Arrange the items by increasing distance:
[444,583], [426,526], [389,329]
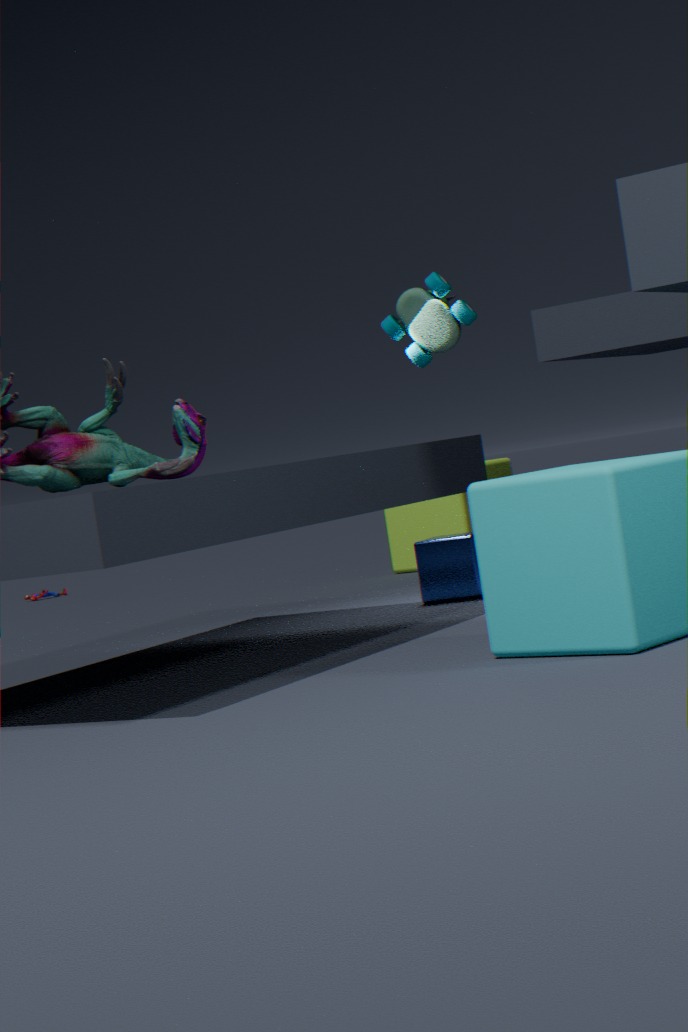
[444,583] < [389,329] < [426,526]
